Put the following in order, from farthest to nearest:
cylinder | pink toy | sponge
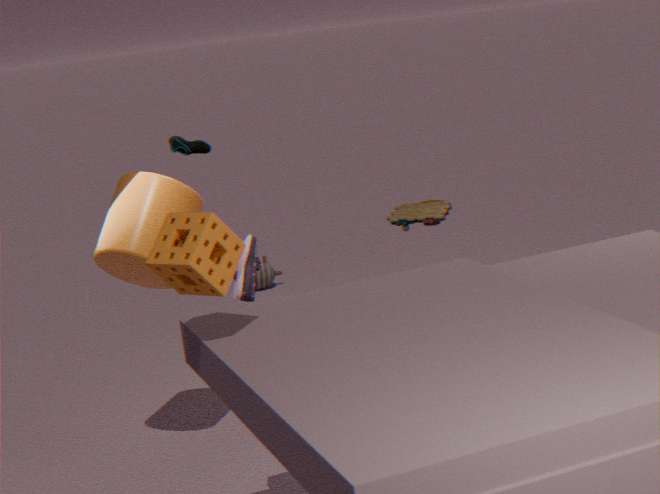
1. pink toy
2. cylinder
3. sponge
